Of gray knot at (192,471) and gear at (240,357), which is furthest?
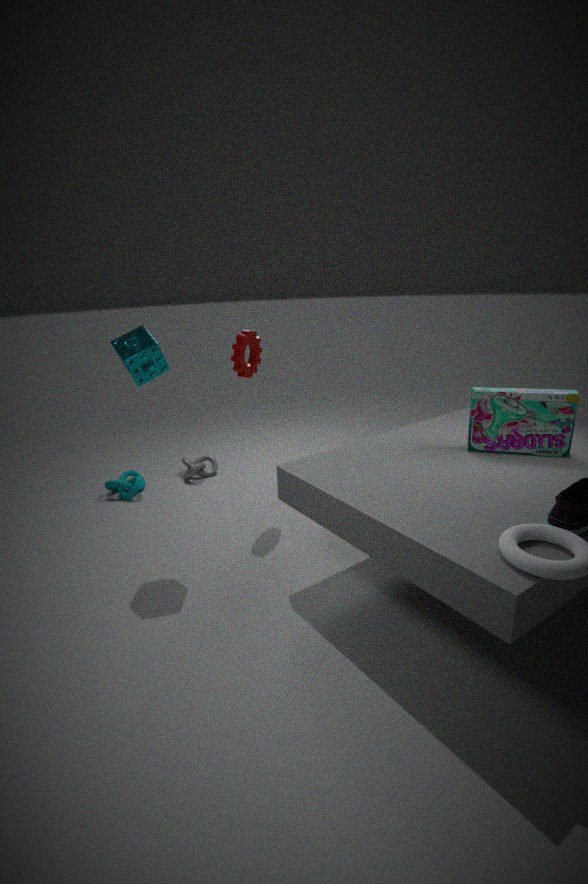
gray knot at (192,471)
